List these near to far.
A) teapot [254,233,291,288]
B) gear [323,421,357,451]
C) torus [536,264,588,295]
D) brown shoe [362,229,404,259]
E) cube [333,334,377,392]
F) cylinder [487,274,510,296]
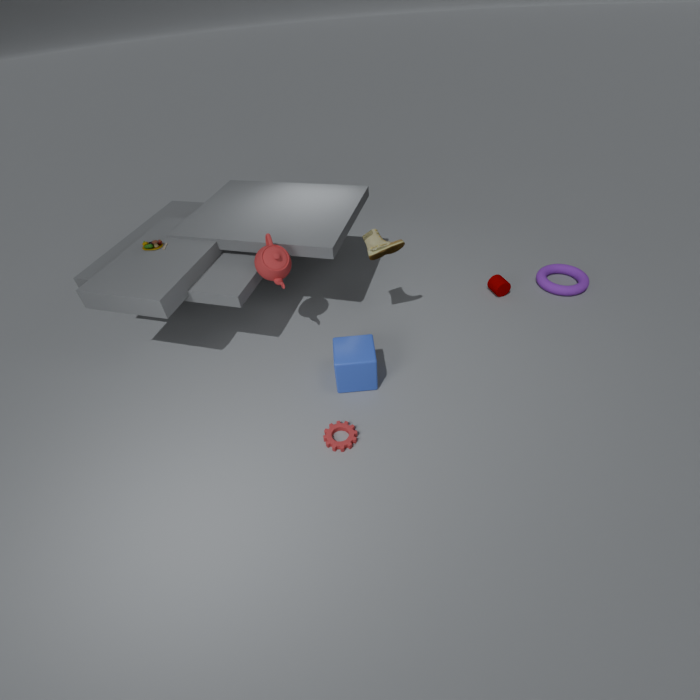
gear [323,421,357,451] < cube [333,334,377,392] < teapot [254,233,291,288] < brown shoe [362,229,404,259] < torus [536,264,588,295] < cylinder [487,274,510,296]
